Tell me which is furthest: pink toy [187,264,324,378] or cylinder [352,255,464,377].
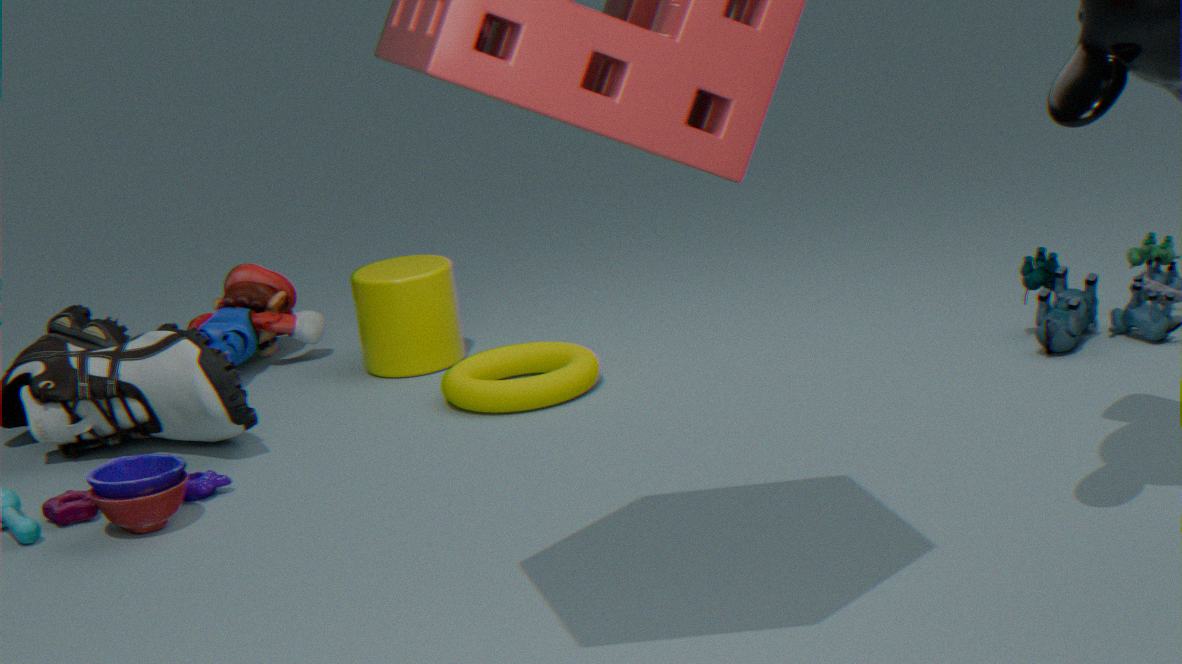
pink toy [187,264,324,378]
